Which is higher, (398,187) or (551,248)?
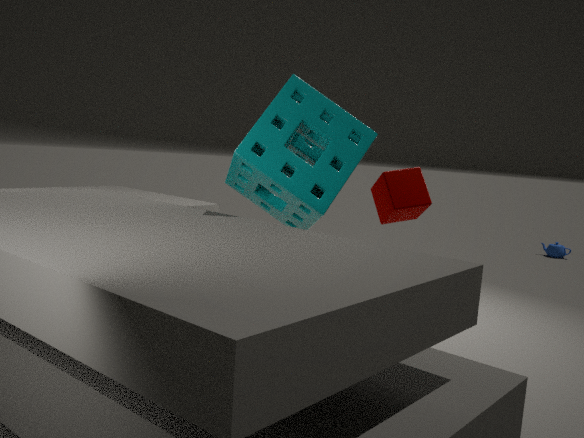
(398,187)
